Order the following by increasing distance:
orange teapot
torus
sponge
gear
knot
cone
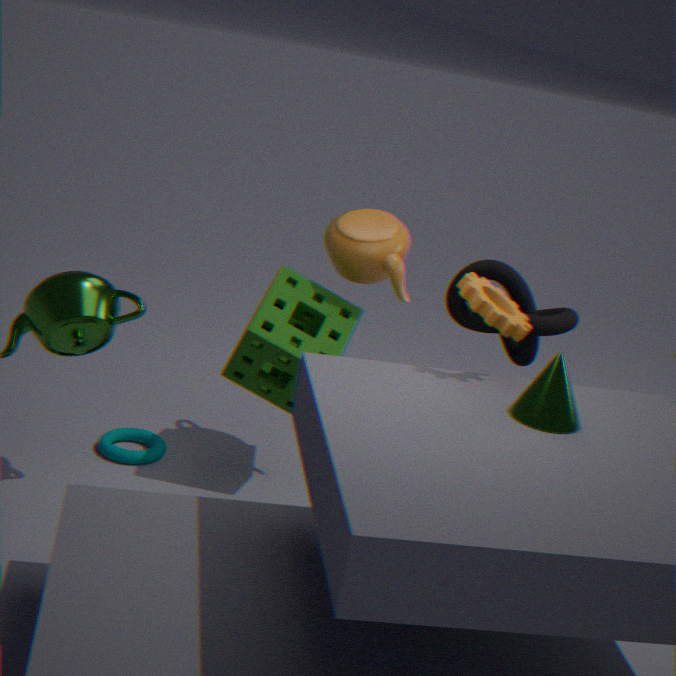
cone
gear
sponge
orange teapot
knot
torus
